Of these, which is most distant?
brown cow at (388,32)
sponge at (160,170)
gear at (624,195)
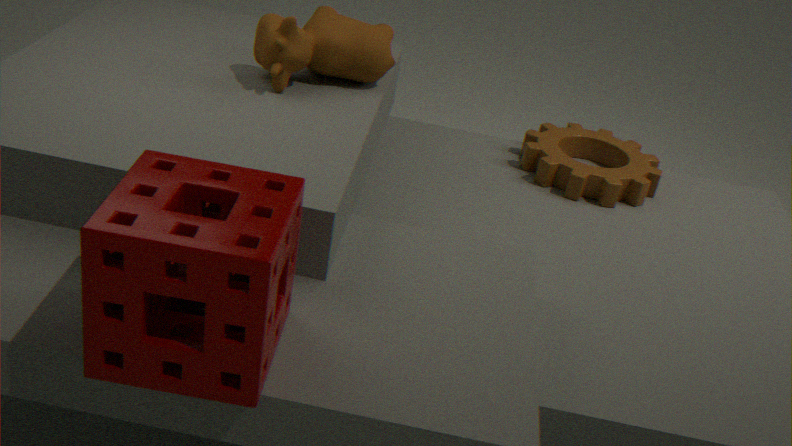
gear at (624,195)
